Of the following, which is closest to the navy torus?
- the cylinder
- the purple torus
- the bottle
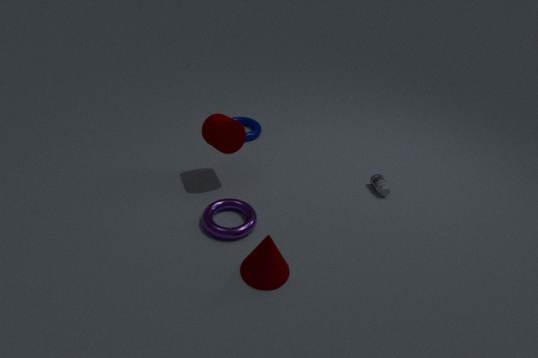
the cylinder
